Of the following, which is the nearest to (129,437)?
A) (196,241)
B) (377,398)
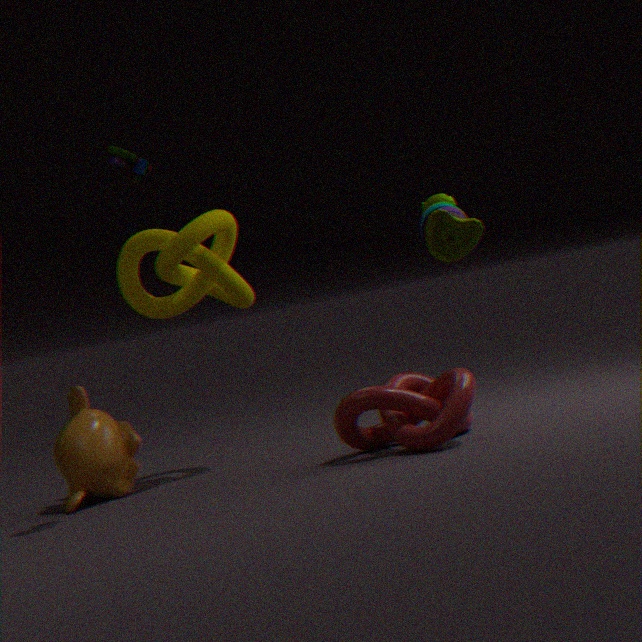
(196,241)
